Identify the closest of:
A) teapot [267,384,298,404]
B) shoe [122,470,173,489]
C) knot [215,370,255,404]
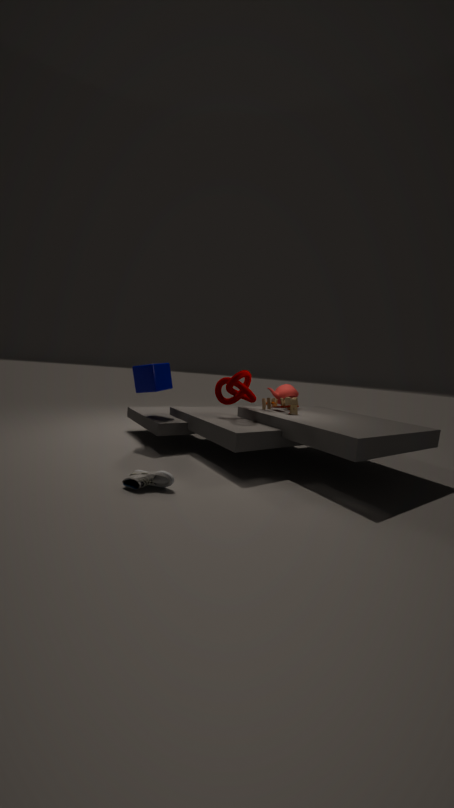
shoe [122,470,173,489]
